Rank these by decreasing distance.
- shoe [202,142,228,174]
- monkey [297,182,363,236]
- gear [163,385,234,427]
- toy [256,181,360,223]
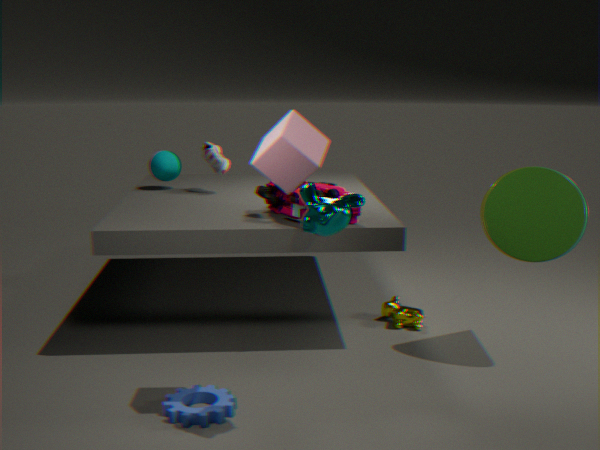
Result: shoe [202,142,228,174]
toy [256,181,360,223]
gear [163,385,234,427]
monkey [297,182,363,236]
